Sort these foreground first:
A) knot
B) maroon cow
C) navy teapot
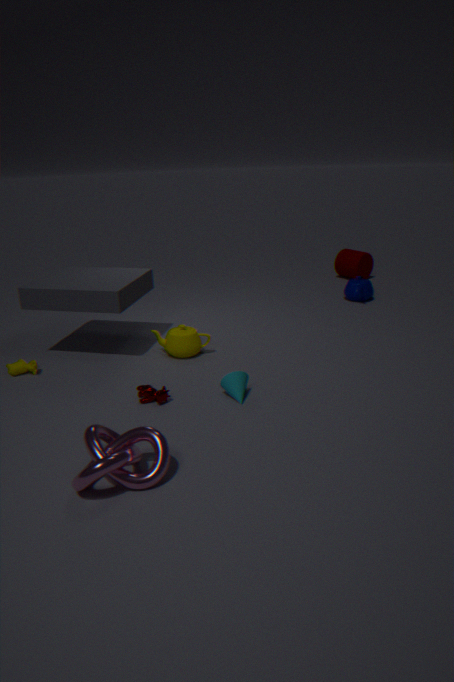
knot → maroon cow → navy teapot
